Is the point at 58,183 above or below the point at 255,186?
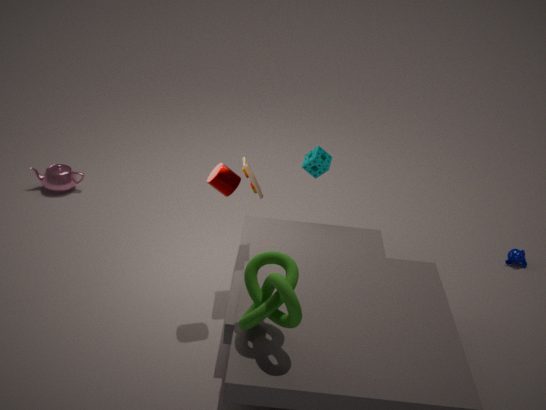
below
